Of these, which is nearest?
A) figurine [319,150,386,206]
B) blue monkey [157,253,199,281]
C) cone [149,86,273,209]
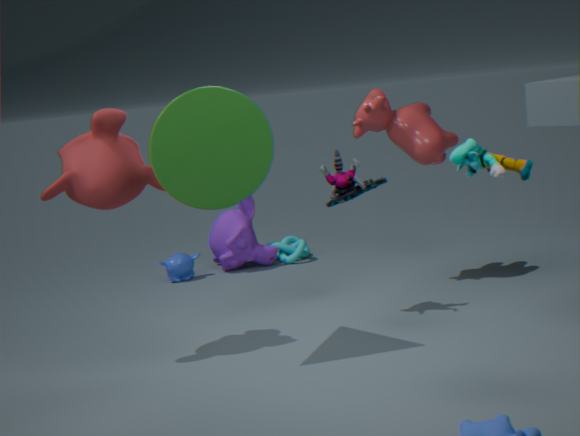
cone [149,86,273,209]
